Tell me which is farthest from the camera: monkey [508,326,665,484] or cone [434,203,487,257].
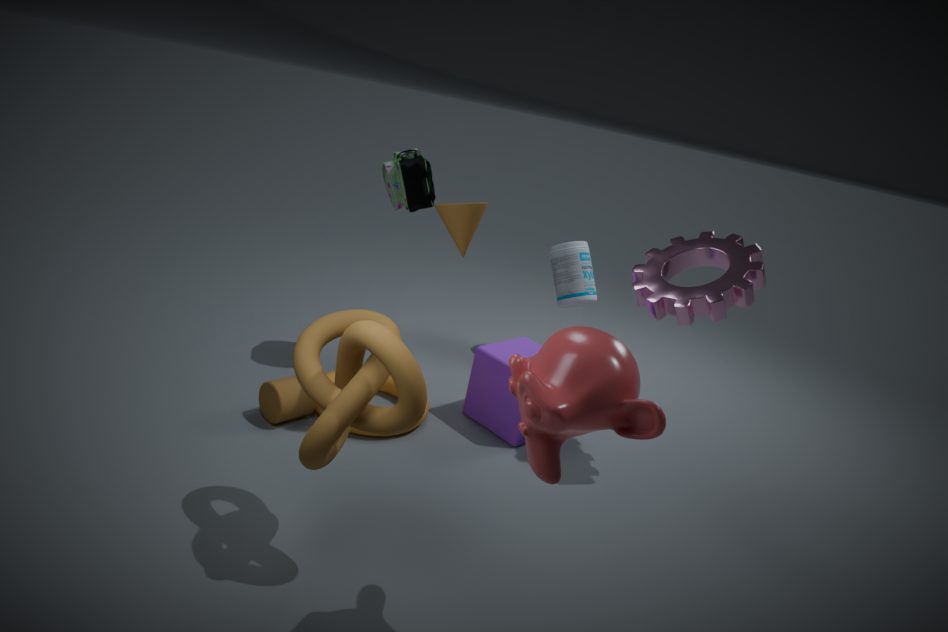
cone [434,203,487,257]
